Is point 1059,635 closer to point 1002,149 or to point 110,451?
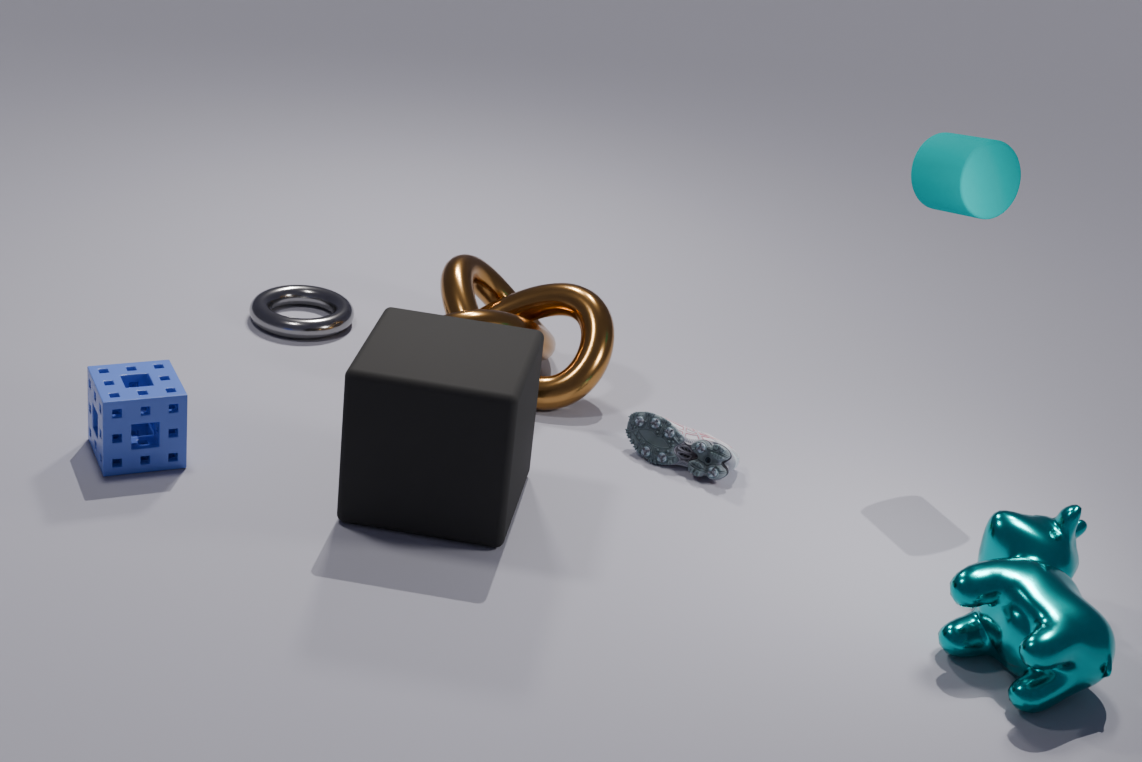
point 1002,149
